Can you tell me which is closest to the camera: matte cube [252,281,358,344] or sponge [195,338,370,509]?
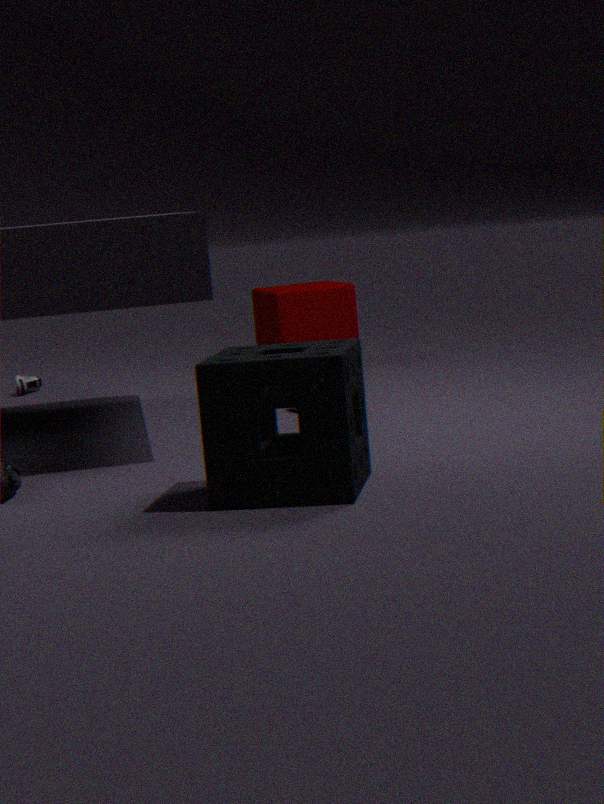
sponge [195,338,370,509]
